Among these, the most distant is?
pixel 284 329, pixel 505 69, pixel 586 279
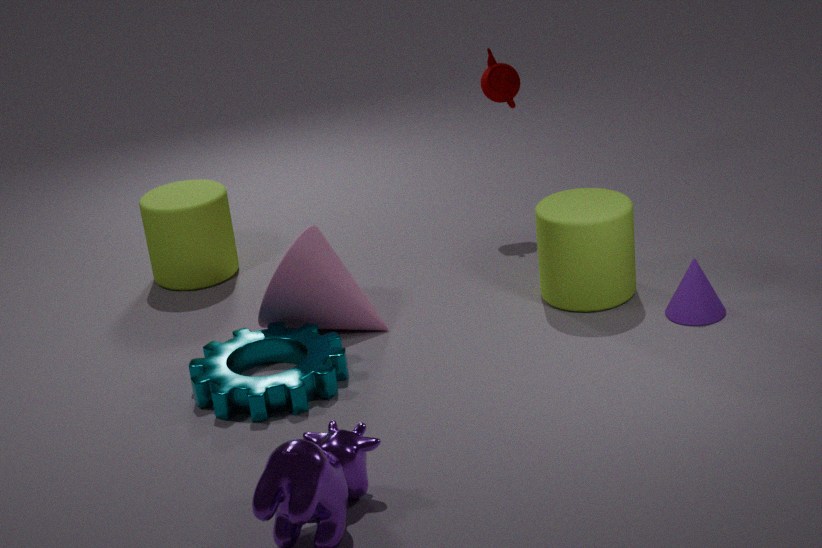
pixel 505 69
